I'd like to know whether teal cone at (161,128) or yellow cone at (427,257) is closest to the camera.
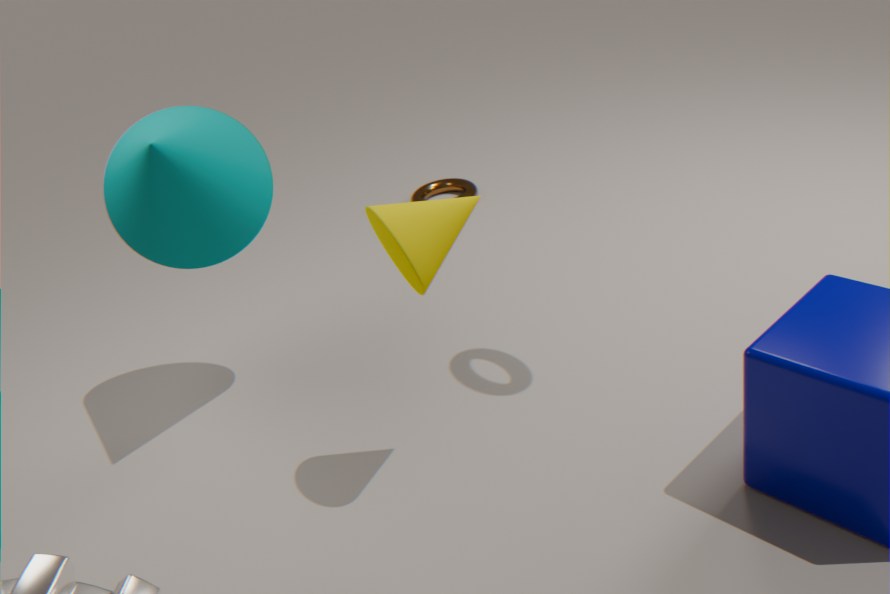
yellow cone at (427,257)
